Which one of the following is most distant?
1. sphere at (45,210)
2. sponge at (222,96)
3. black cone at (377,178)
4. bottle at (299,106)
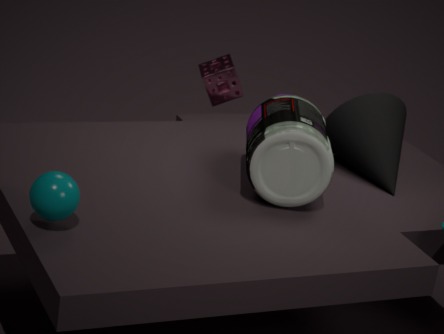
sponge at (222,96)
